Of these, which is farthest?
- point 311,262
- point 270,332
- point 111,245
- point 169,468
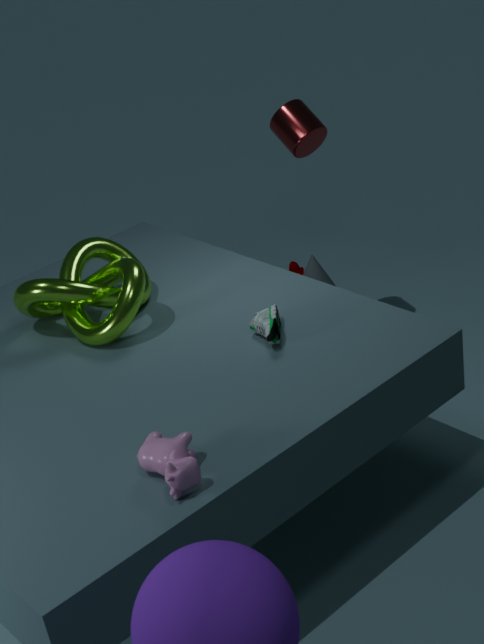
point 311,262
